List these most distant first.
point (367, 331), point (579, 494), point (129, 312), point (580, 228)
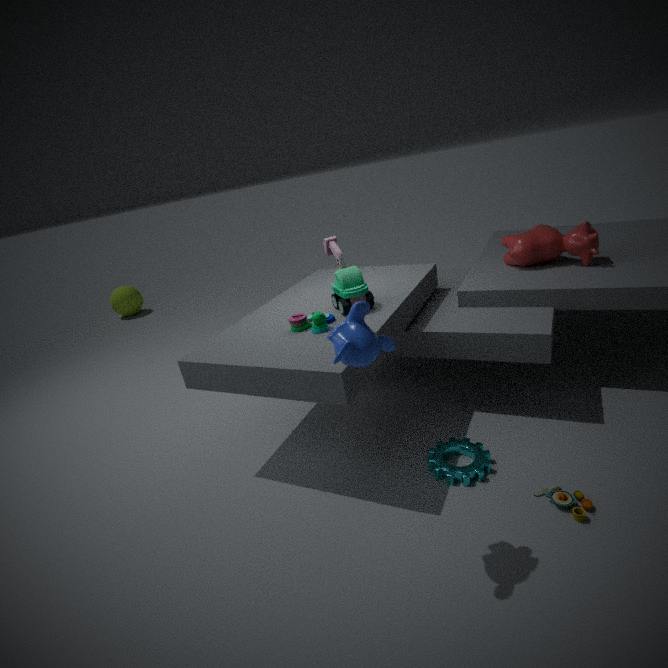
point (129, 312), point (580, 228), point (579, 494), point (367, 331)
